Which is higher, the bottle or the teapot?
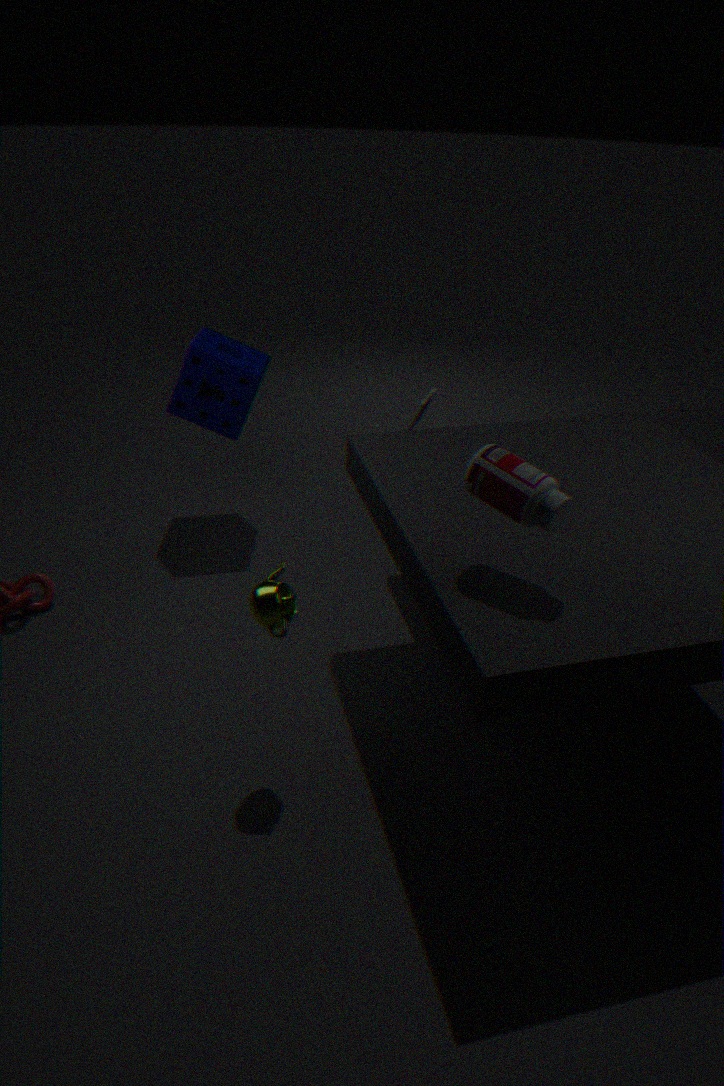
the bottle
